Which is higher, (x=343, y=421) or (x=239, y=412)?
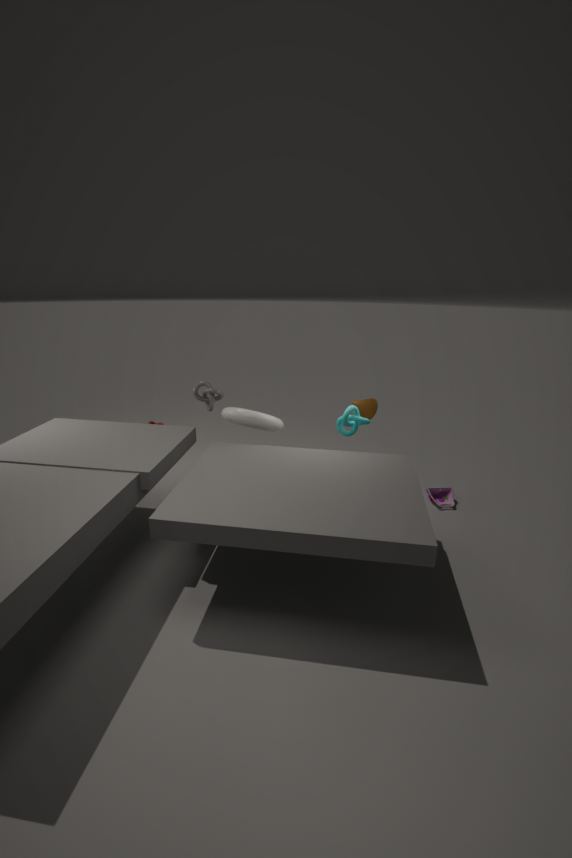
(x=343, y=421)
